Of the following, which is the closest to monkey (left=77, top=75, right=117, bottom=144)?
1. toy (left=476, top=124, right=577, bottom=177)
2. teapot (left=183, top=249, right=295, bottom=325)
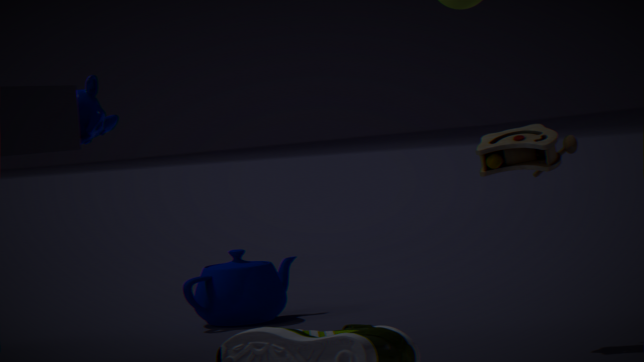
teapot (left=183, top=249, right=295, bottom=325)
